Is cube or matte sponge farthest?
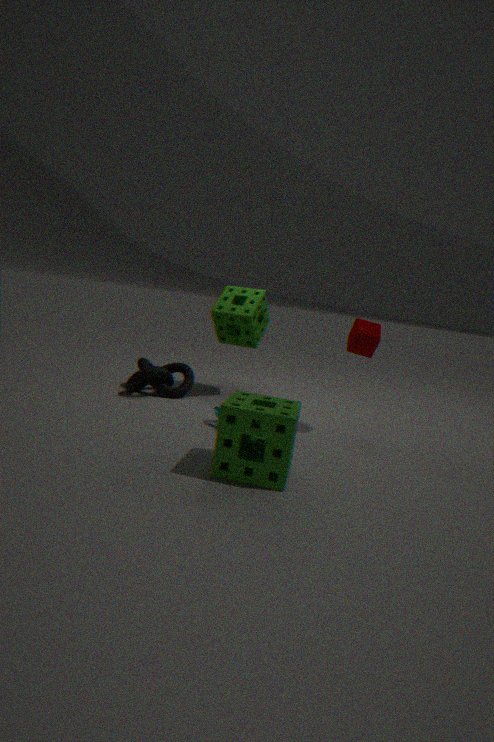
matte sponge
